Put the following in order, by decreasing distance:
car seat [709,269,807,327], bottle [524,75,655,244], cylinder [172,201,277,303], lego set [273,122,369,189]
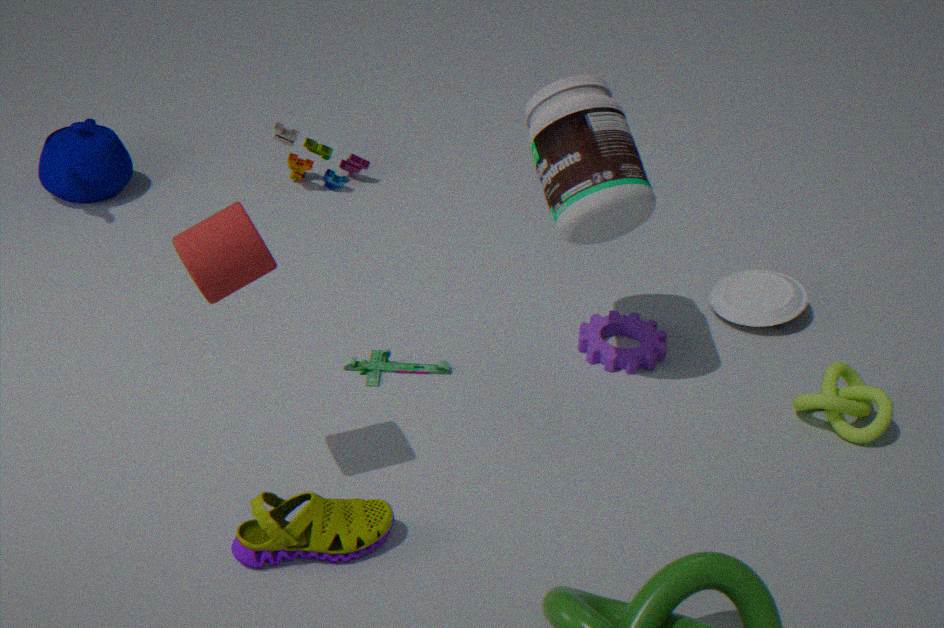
lego set [273,122,369,189] < car seat [709,269,807,327] < bottle [524,75,655,244] < cylinder [172,201,277,303]
